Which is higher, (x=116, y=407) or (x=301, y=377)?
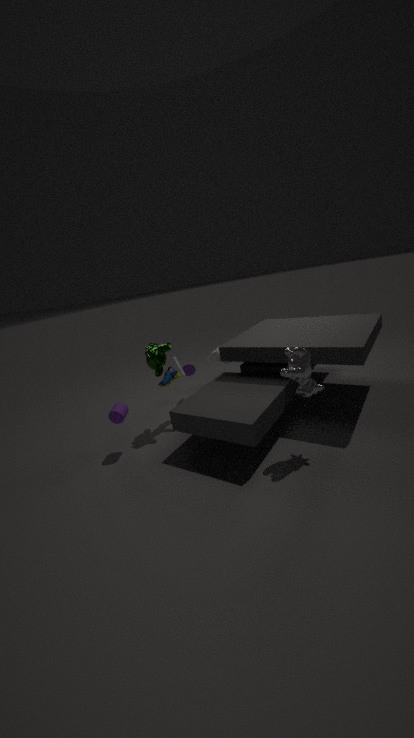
(x=301, y=377)
